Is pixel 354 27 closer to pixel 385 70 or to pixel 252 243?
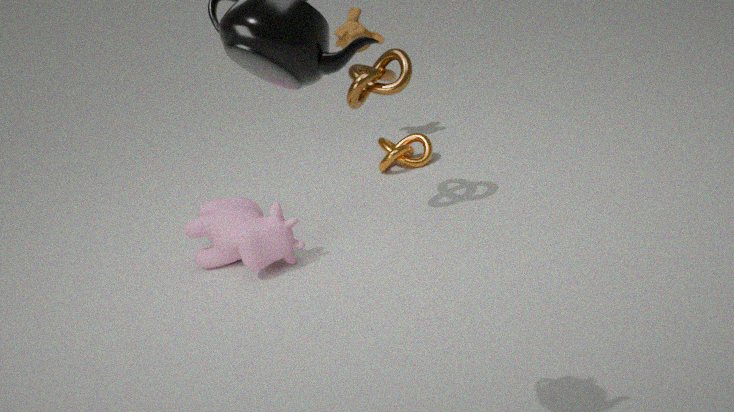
pixel 385 70
